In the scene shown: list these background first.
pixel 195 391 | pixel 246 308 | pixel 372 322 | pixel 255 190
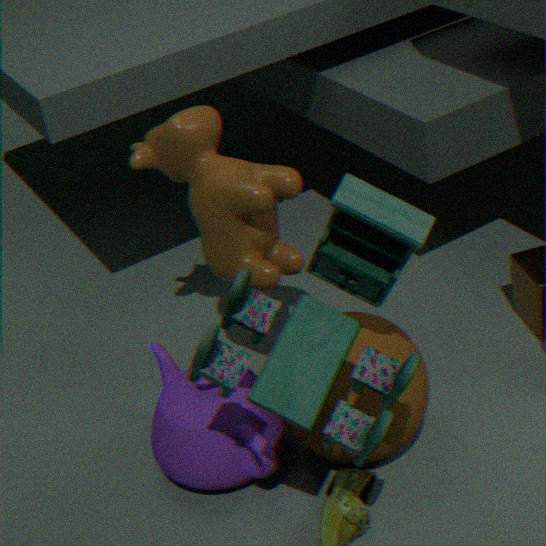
pixel 195 391 < pixel 255 190 < pixel 372 322 < pixel 246 308
